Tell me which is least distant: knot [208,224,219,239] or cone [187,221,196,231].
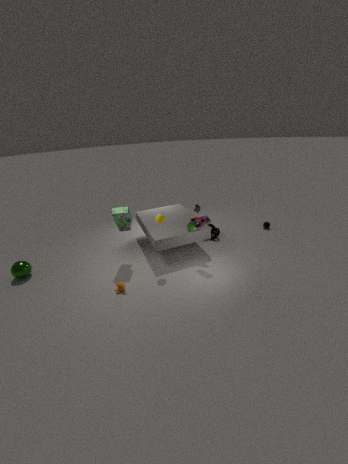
cone [187,221,196,231]
